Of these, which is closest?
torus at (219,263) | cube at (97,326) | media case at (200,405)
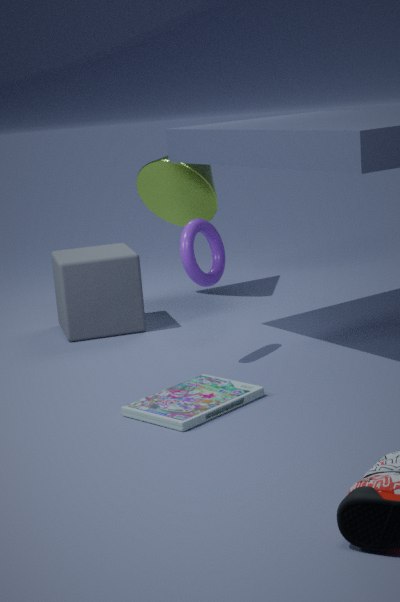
media case at (200,405)
